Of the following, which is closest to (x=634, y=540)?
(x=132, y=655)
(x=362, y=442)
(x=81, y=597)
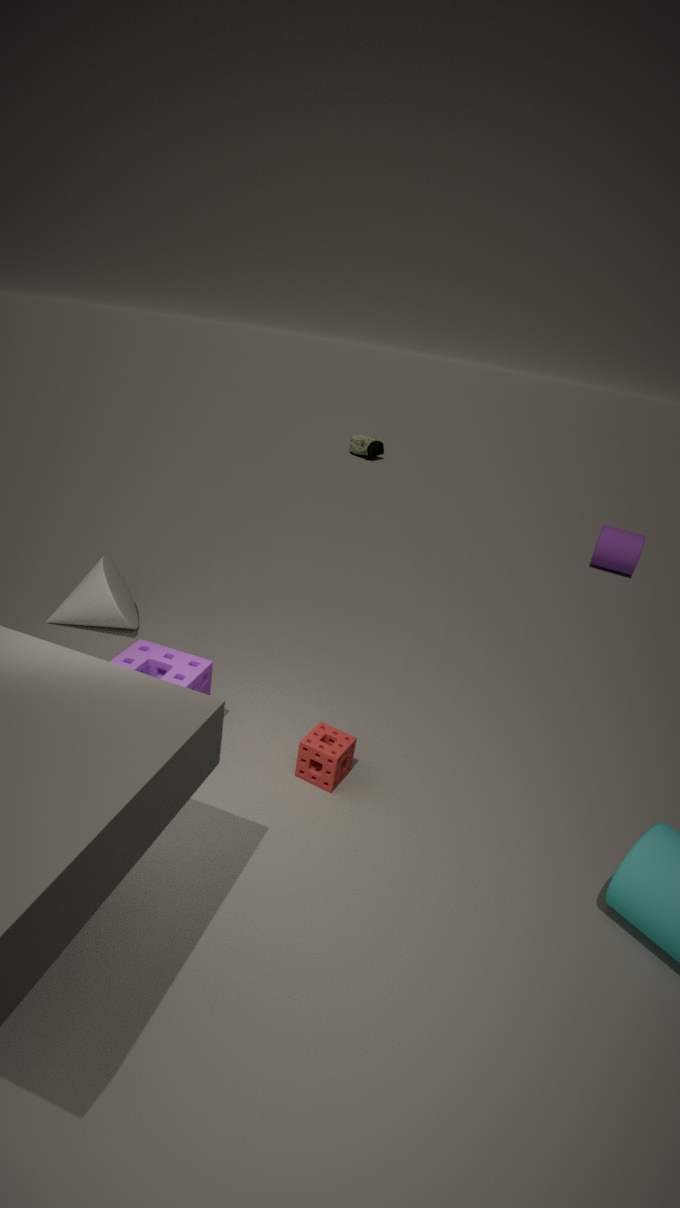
(x=362, y=442)
